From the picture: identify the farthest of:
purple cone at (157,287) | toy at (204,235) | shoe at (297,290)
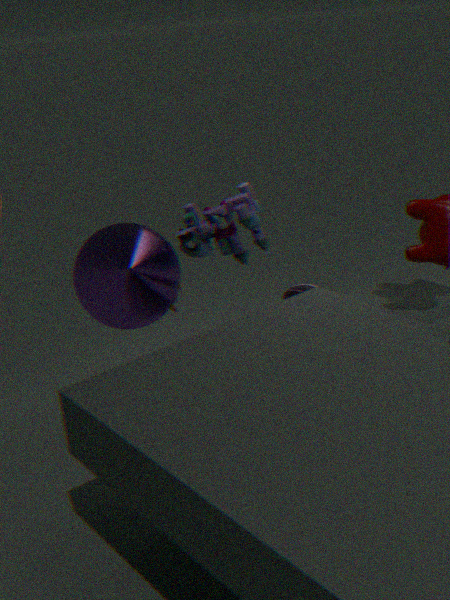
shoe at (297,290)
